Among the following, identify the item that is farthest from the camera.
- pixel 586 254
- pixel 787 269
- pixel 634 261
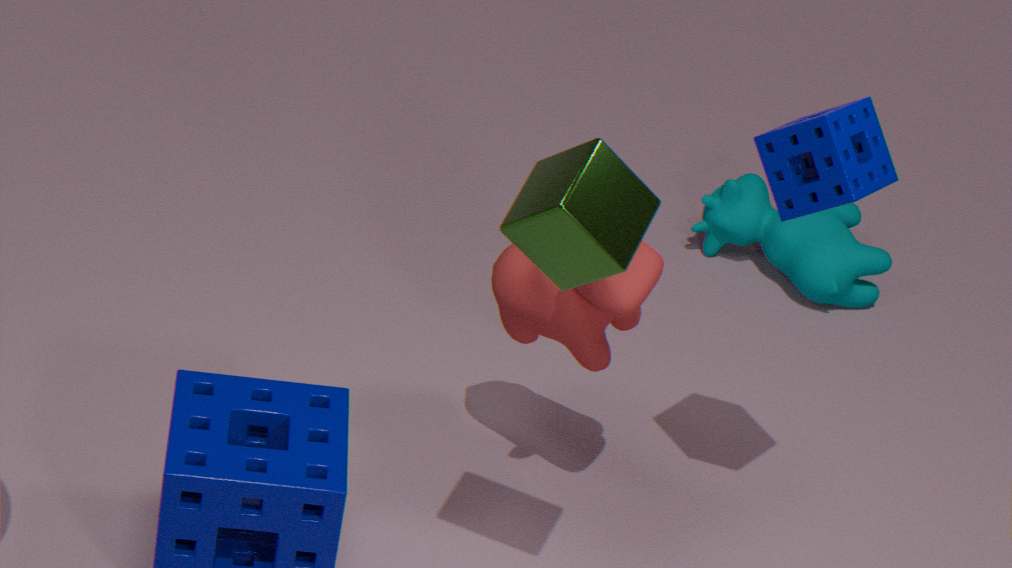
pixel 787 269
